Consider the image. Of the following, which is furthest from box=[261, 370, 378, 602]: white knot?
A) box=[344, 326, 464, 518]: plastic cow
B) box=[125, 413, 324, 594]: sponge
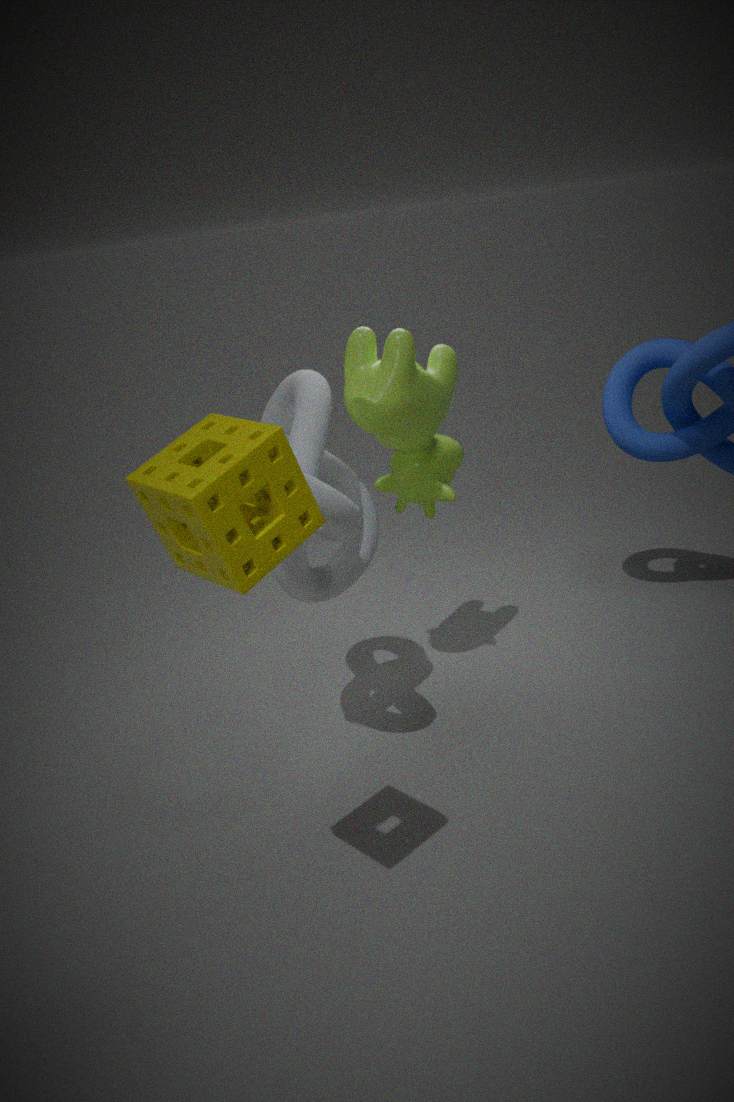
box=[125, 413, 324, 594]: sponge
